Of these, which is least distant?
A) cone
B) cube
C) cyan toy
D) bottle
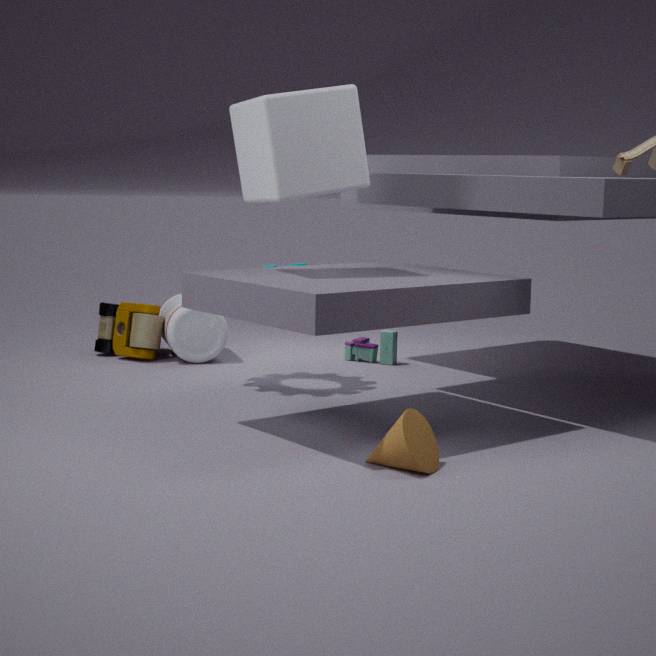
cone
